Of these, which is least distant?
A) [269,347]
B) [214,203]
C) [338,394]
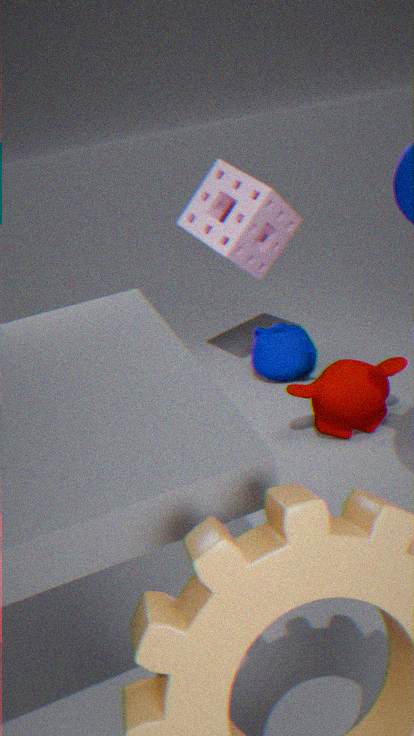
[338,394]
